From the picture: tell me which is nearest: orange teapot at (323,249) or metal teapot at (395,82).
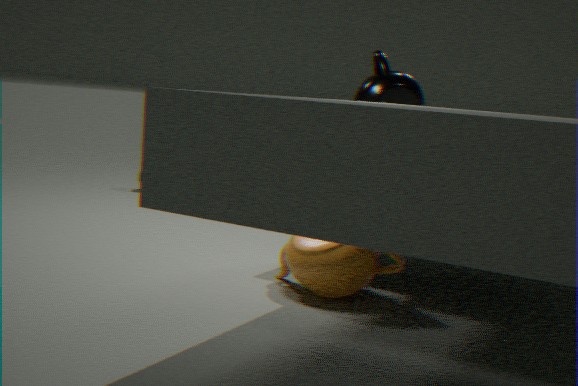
orange teapot at (323,249)
